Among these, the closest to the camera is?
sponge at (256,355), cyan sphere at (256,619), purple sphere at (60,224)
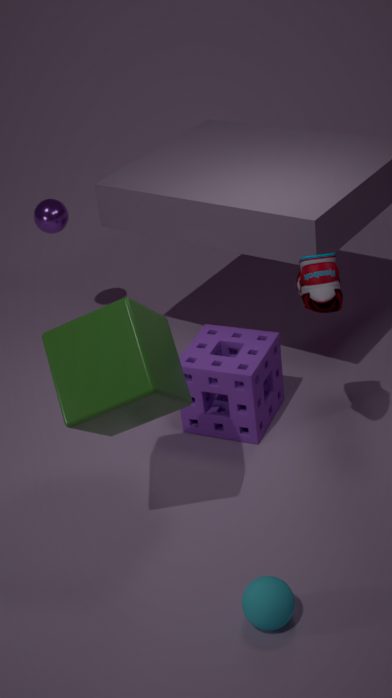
cyan sphere at (256,619)
